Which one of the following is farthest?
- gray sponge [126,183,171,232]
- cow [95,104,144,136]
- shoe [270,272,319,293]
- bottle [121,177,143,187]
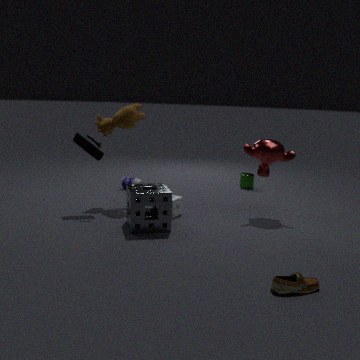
bottle [121,177,143,187]
